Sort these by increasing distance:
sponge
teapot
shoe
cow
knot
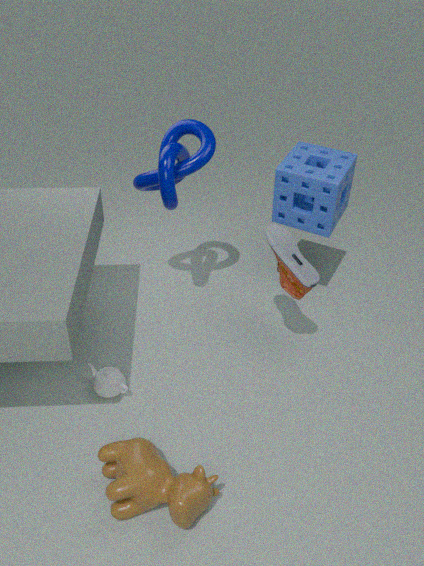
cow
shoe
teapot
knot
sponge
